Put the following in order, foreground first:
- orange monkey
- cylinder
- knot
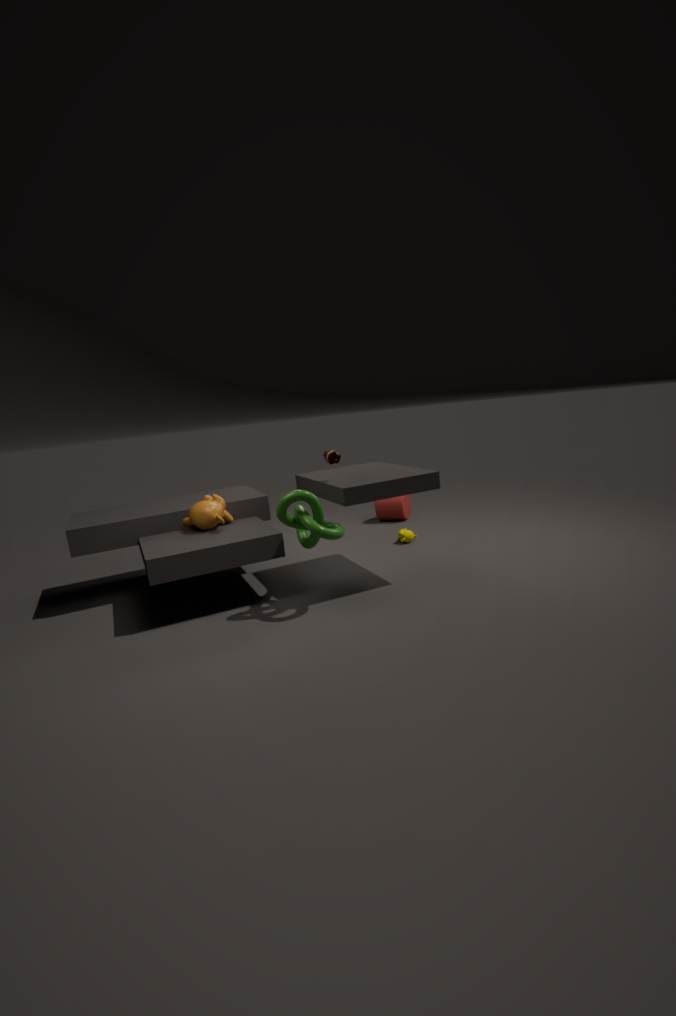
knot < orange monkey < cylinder
